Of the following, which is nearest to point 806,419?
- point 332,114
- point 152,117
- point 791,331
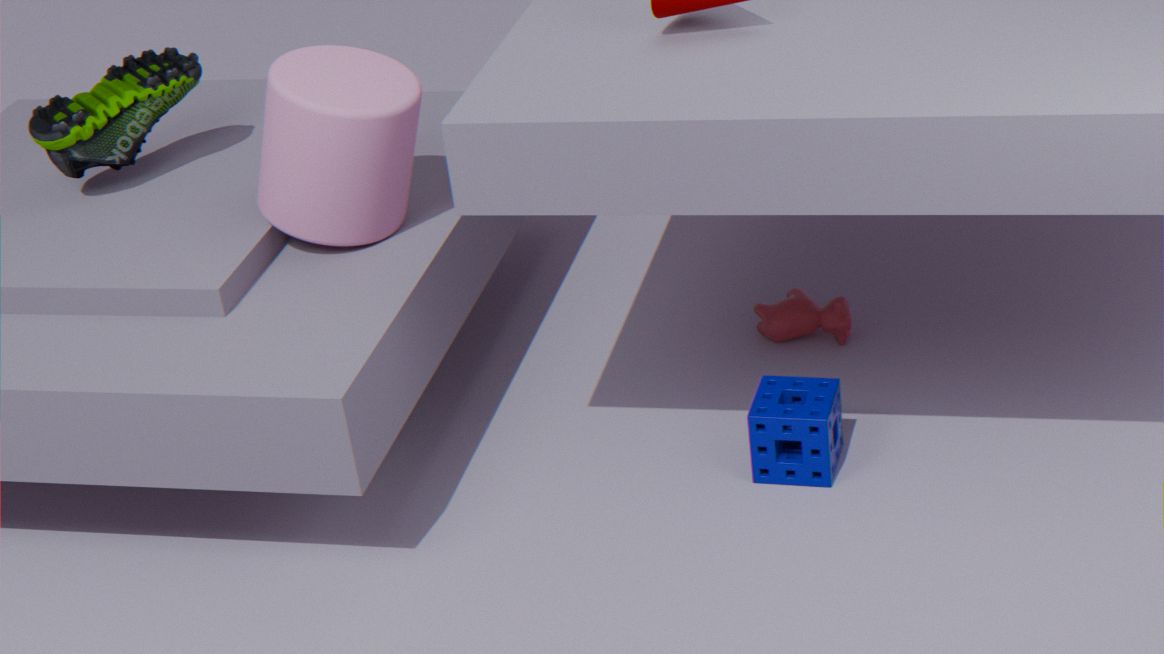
point 791,331
